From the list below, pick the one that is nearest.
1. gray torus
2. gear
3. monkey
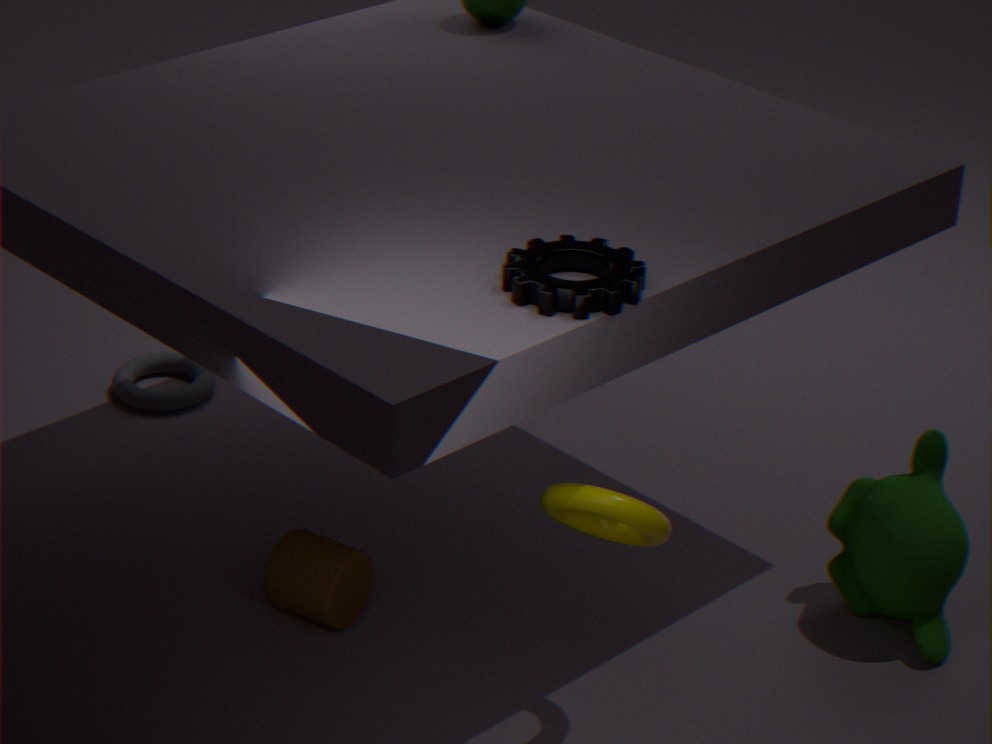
gear
